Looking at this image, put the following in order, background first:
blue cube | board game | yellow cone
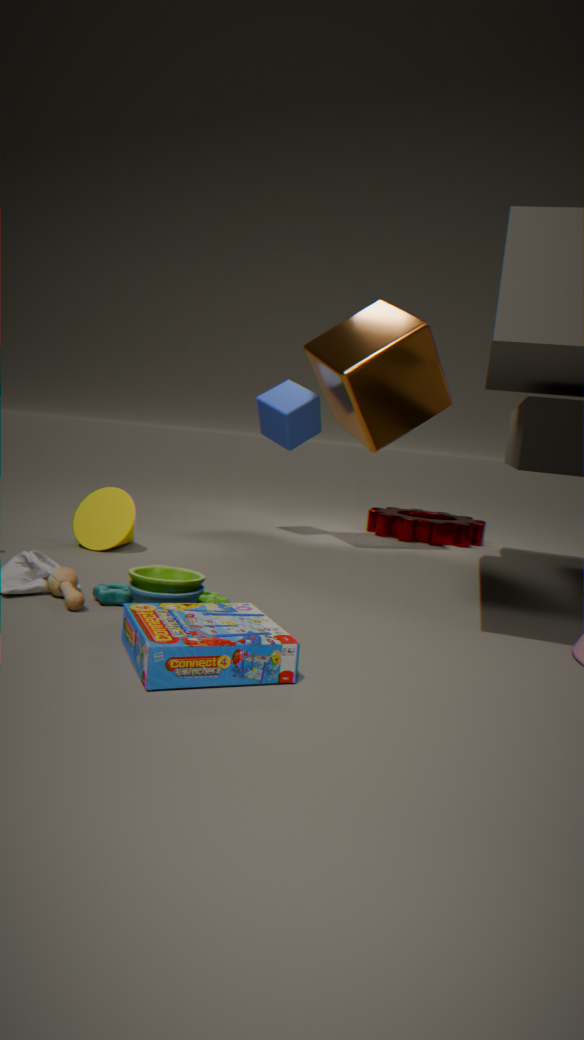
1. blue cube
2. yellow cone
3. board game
